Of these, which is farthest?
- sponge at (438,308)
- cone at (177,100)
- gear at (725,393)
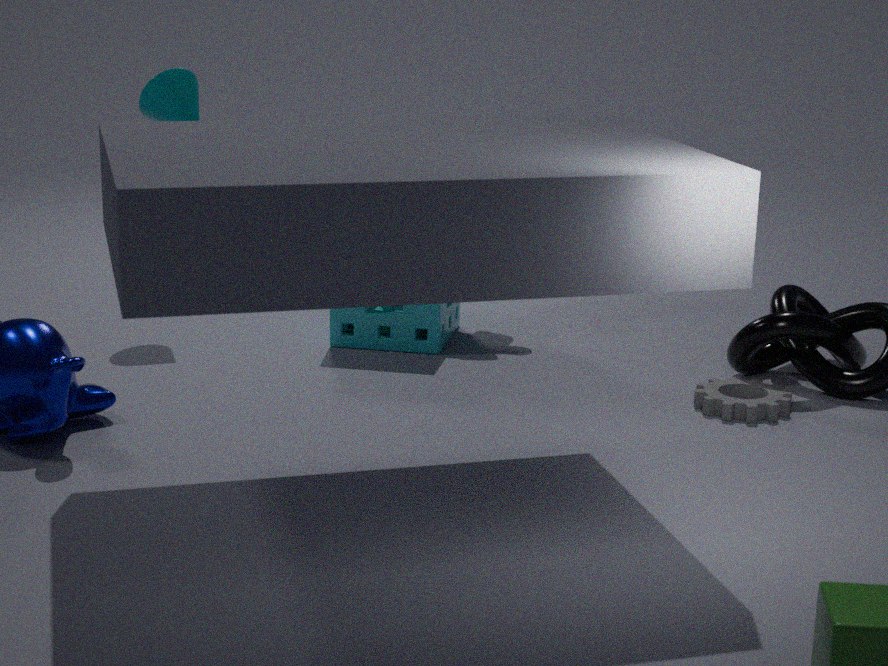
cone at (177,100)
